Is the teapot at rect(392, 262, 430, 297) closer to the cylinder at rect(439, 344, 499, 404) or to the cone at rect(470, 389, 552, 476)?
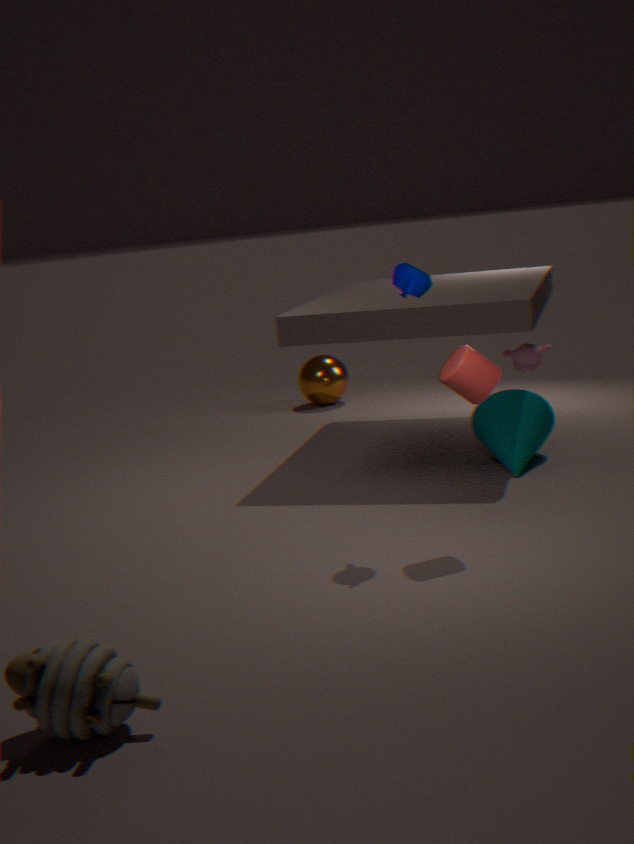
the cylinder at rect(439, 344, 499, 404)
